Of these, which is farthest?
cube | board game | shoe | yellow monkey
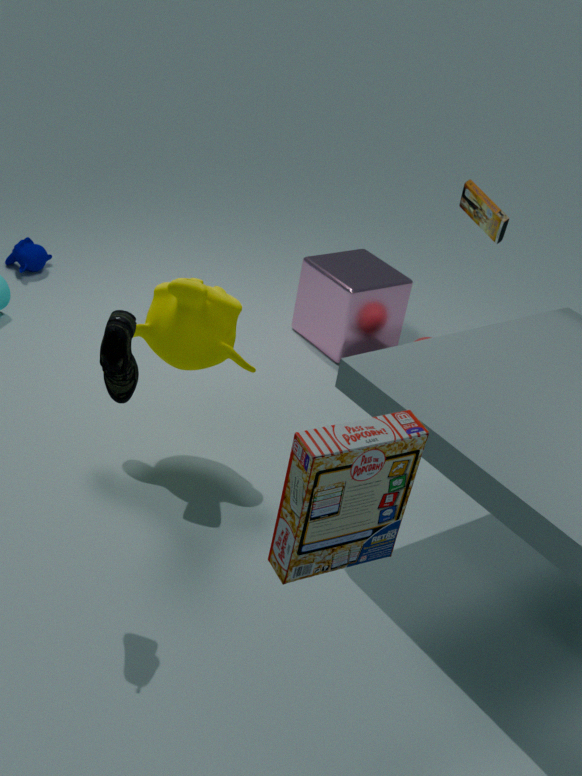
cube
